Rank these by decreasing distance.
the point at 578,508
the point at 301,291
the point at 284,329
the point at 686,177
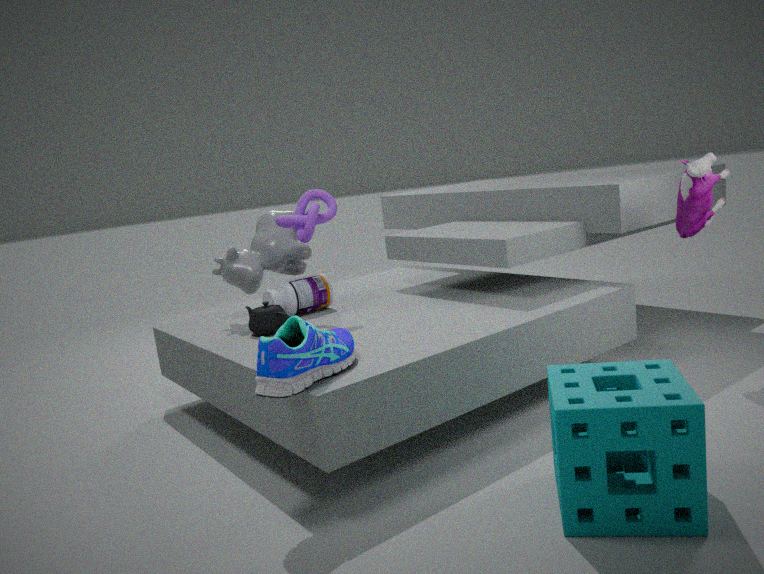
the point at 301,291 < the point at 686,177 < the point at 284,329 < the point at 578,508
